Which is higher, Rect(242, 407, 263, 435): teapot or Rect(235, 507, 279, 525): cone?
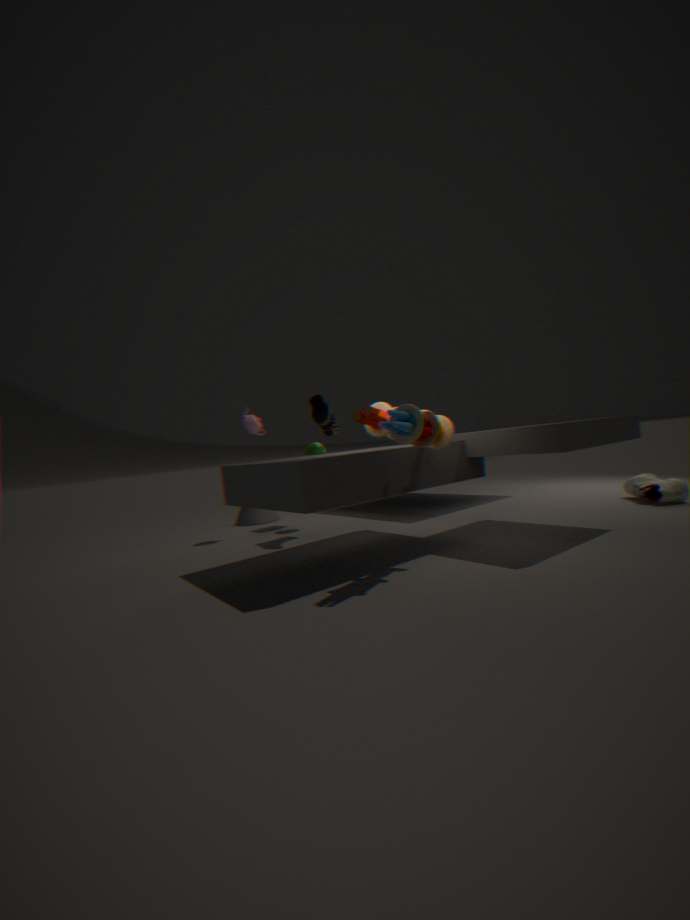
Rect(242, 407, 263, 435): teapot
